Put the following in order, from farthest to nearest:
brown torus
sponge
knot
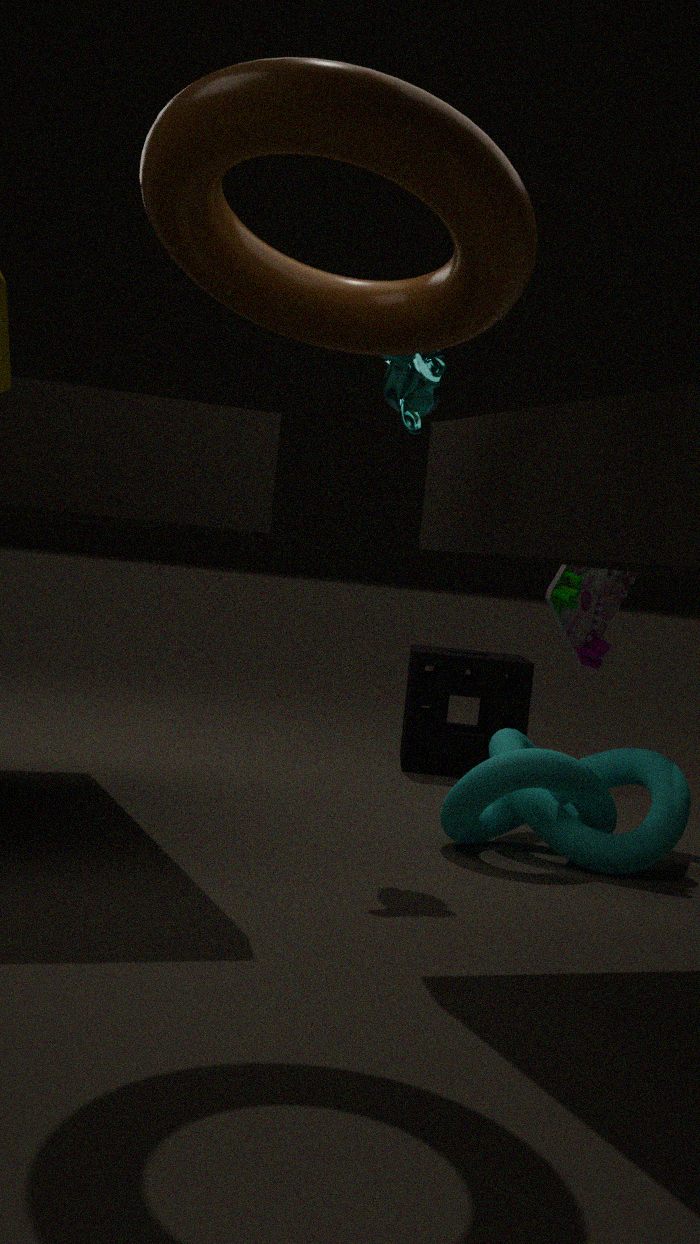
sponge, knot, brown torus
